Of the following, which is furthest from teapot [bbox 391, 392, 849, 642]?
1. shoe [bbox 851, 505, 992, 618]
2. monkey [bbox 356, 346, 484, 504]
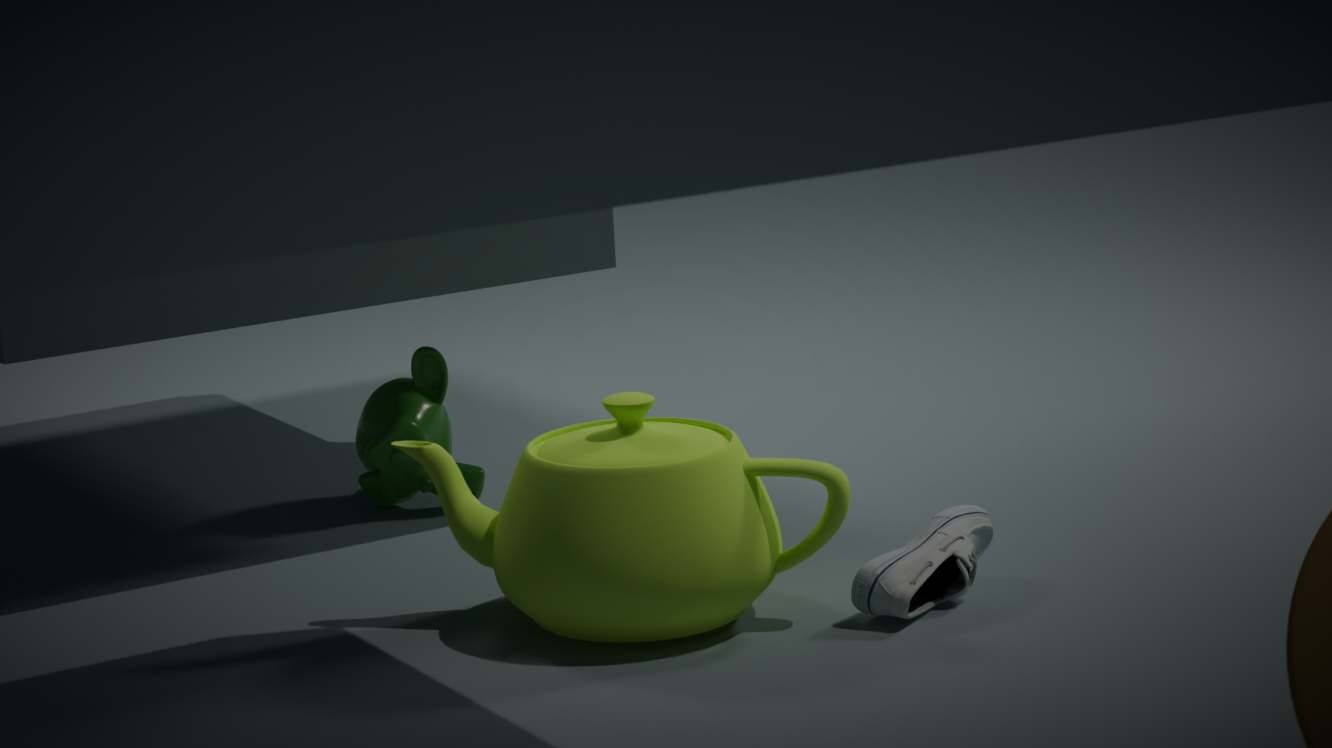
monkey [bbox 356, 346, 484, 504]
